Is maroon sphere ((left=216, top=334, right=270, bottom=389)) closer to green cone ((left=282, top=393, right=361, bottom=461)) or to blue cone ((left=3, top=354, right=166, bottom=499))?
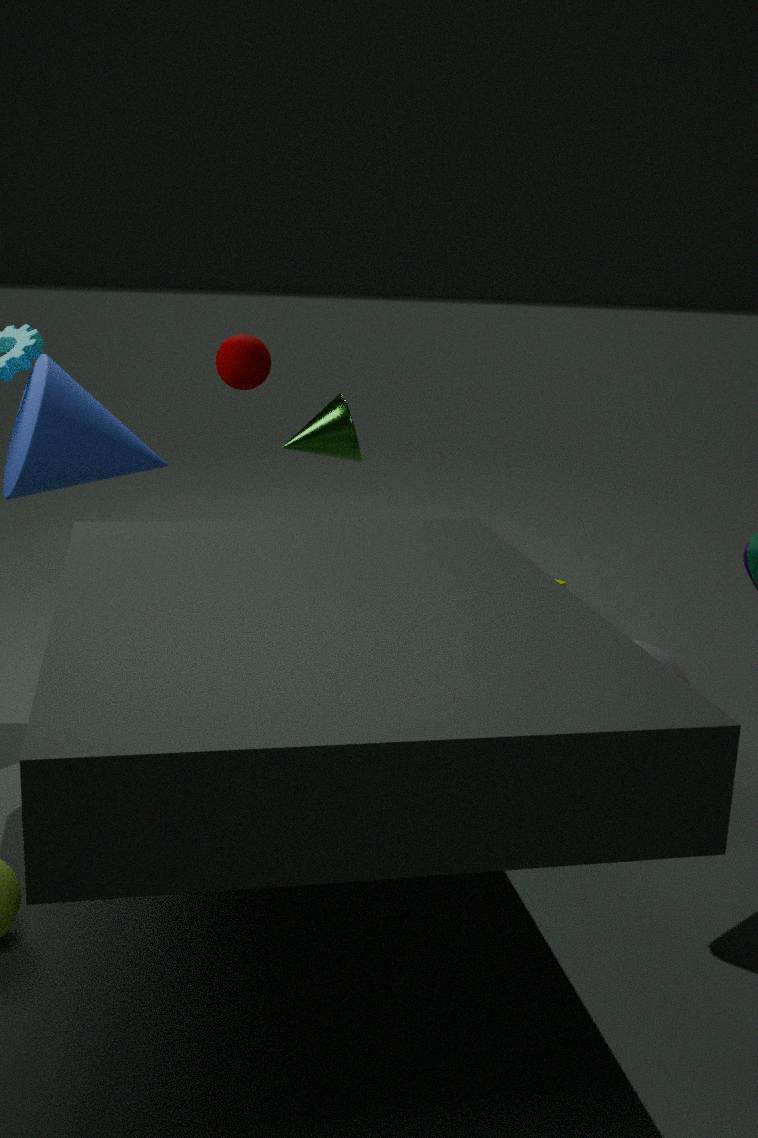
green cone ((left=282, top=393, right=361, bottom=461))
